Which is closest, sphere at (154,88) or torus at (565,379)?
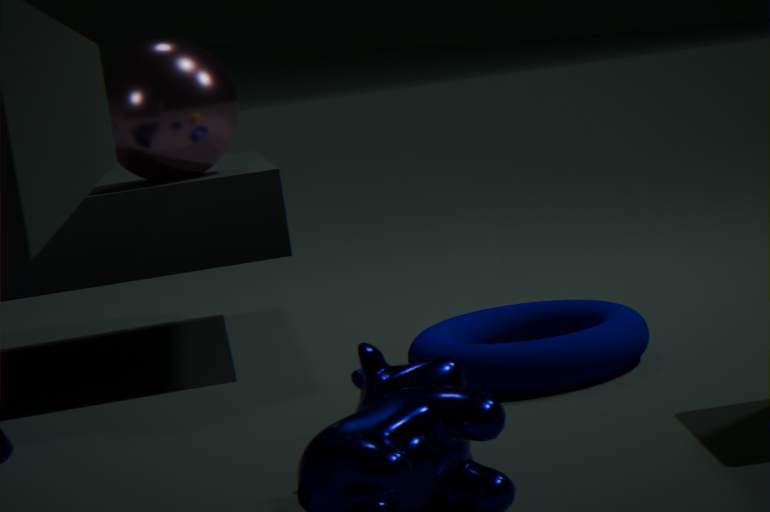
torus at (565,379)
